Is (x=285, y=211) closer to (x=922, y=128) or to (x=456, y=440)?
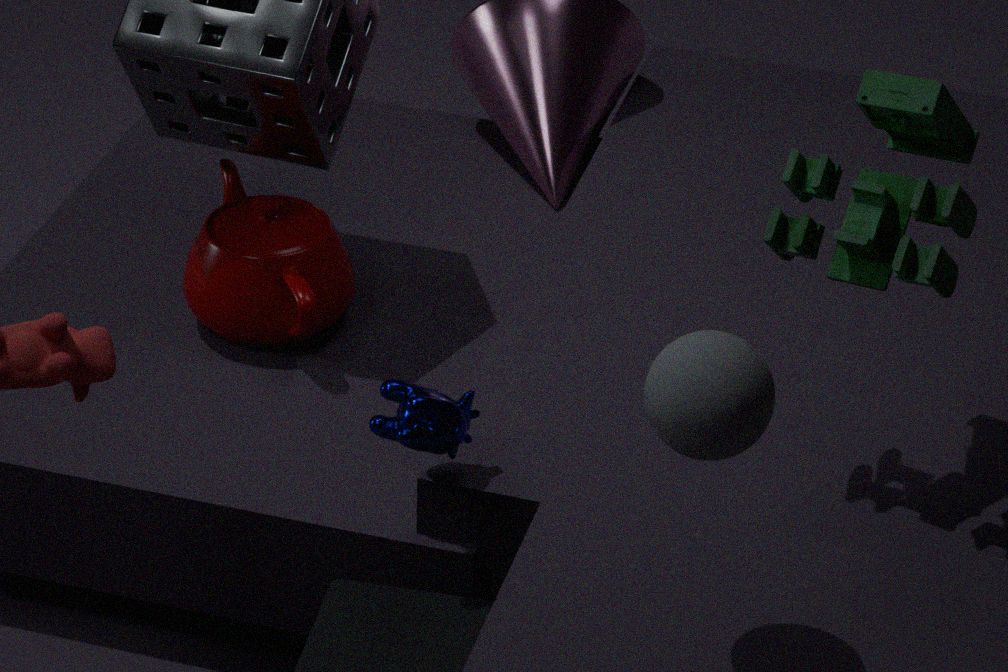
(x=456, y=440)
